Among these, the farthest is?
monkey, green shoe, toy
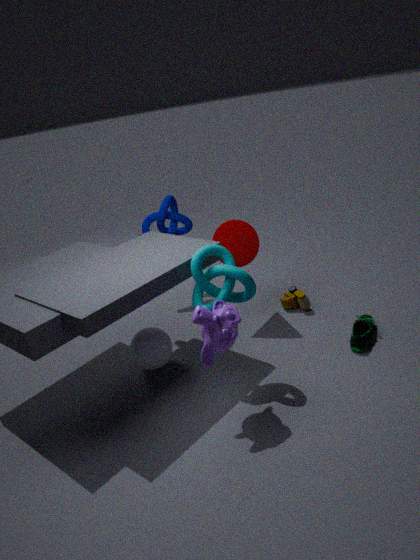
toy
